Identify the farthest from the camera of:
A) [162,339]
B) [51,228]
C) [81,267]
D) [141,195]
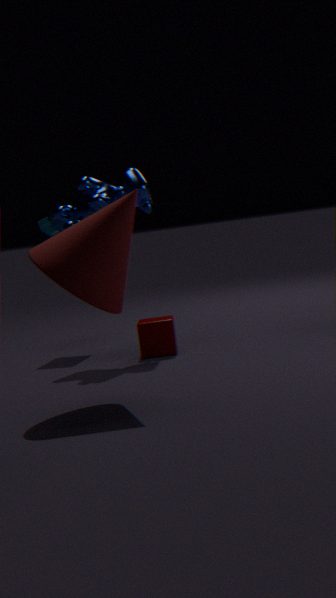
[51,228]
